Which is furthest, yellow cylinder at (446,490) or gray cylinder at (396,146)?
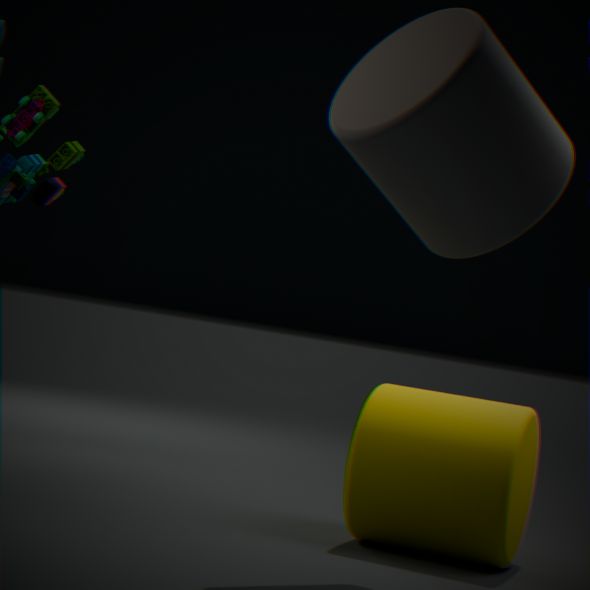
yellow cylinder at (446,490)
